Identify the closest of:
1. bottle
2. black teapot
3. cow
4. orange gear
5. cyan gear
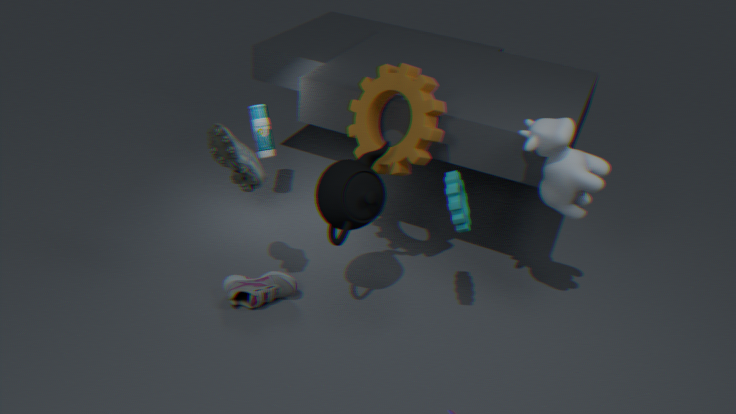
cyan gear
